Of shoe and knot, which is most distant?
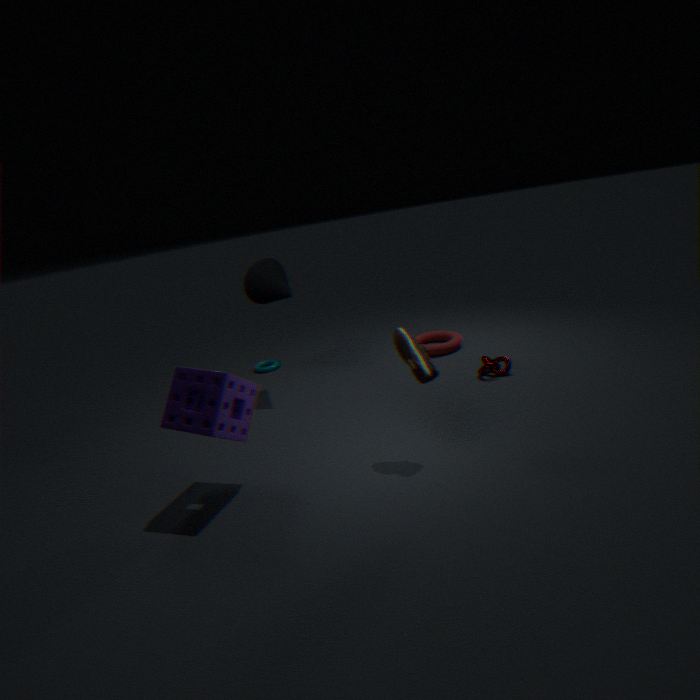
knot
